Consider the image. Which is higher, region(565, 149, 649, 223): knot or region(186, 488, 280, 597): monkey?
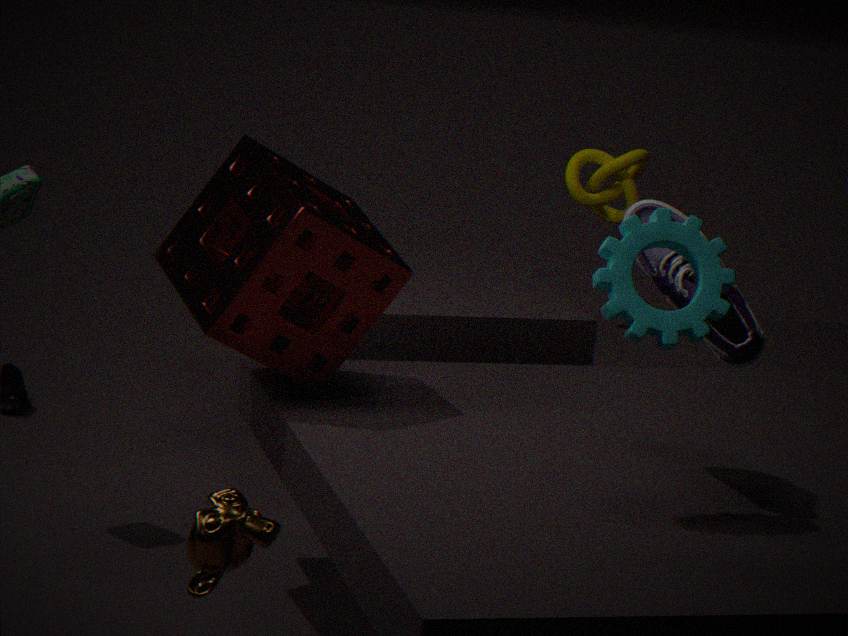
region(565, 149, 649, 223): knot
